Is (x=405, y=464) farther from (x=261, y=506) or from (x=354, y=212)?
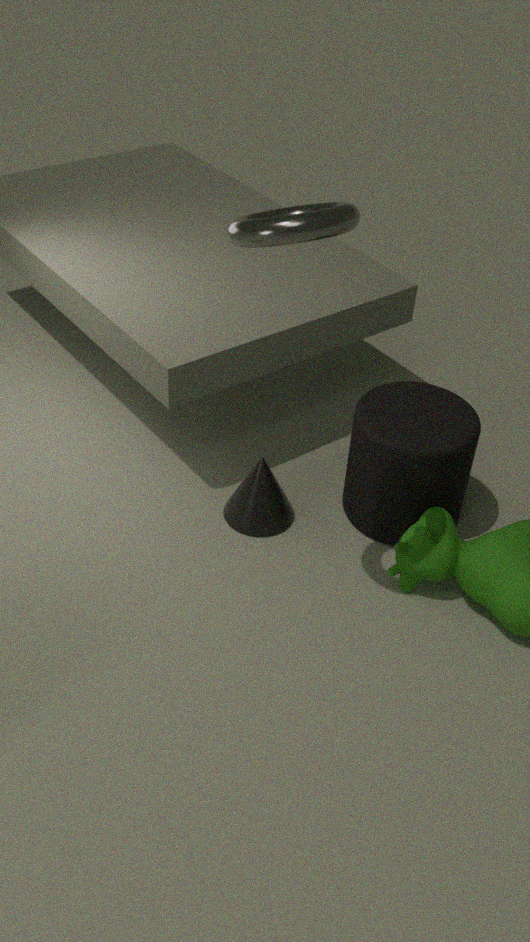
(x=354, y=212)
